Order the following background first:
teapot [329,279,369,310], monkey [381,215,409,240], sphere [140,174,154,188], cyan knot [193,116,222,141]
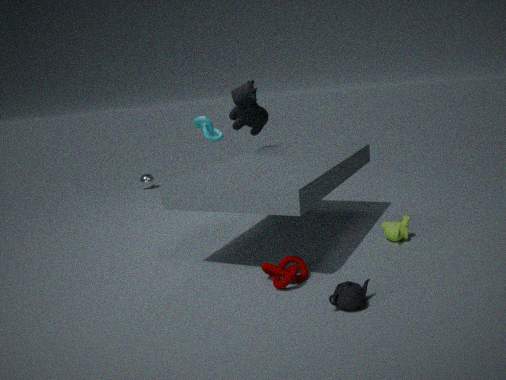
sphere [140,174,154,188]
cyan knot [193,116,222,141]
monkey [381,215,409,240]
teapot [329,279,369,310]
